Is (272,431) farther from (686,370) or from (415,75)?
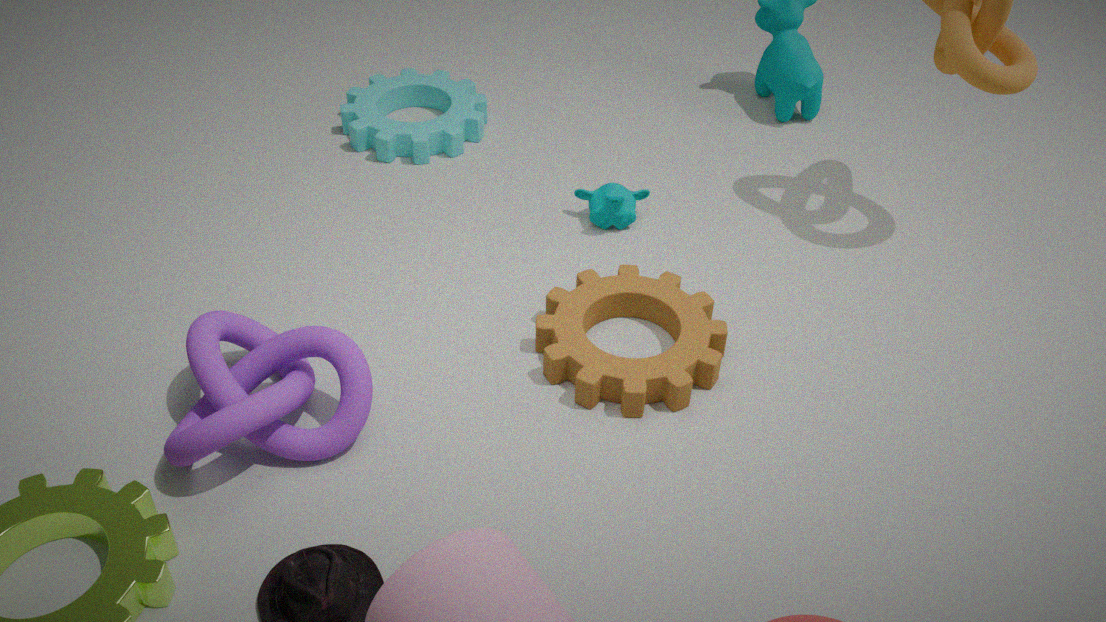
(415,75)
